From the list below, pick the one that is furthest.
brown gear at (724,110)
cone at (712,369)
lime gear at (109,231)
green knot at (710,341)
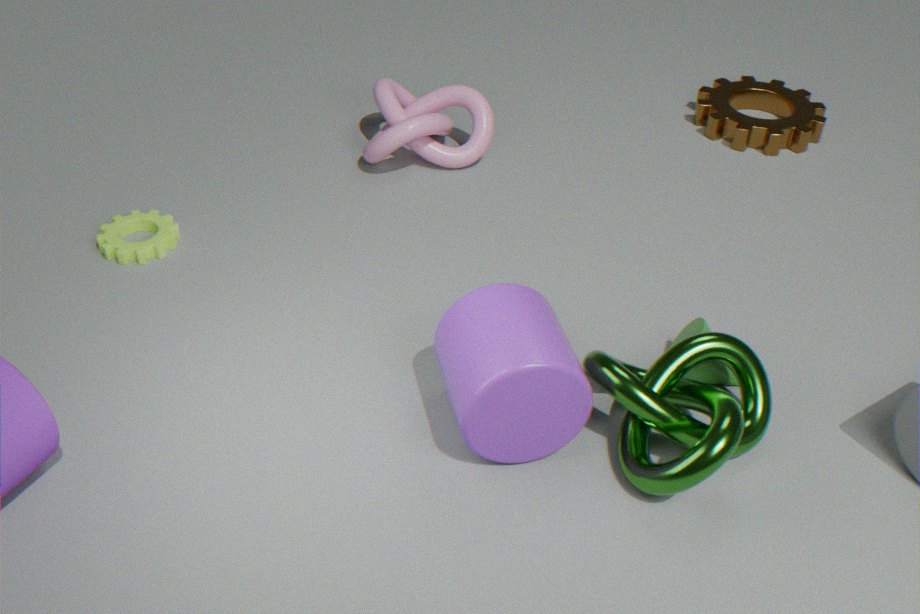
brown gear at (724,110)
